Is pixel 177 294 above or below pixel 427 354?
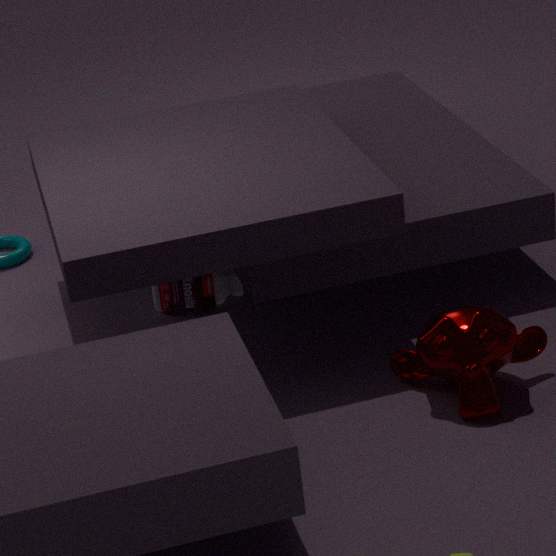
below
